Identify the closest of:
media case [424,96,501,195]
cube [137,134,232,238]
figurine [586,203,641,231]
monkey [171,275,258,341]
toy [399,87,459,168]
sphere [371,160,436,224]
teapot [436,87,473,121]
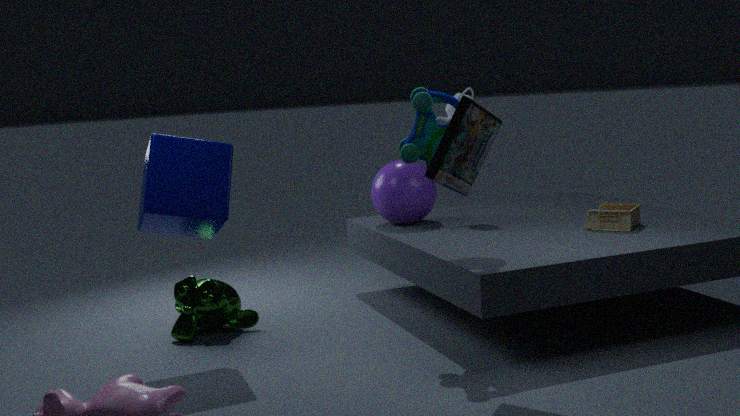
media case [424,96,501,195]
